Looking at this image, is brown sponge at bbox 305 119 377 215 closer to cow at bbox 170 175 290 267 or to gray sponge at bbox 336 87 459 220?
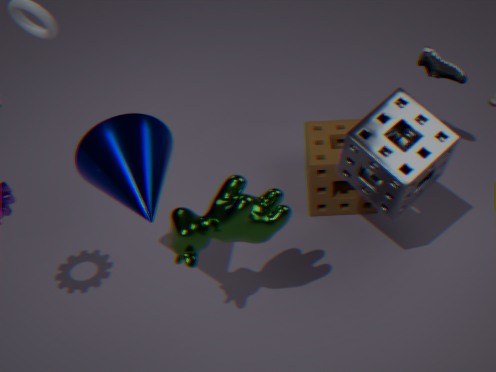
gray sponge at bbox 336 87 459 220
